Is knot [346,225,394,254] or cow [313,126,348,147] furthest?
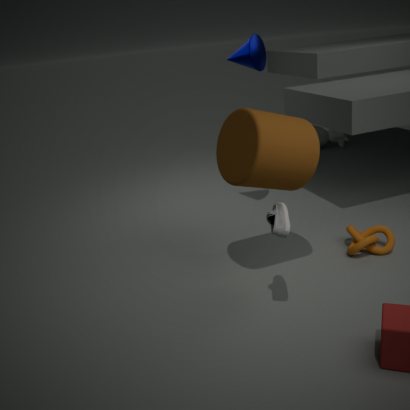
cow [313,126,348,147]
